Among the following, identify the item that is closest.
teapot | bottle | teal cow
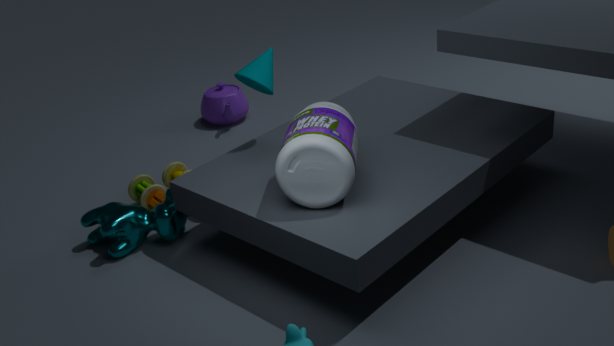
bottle
